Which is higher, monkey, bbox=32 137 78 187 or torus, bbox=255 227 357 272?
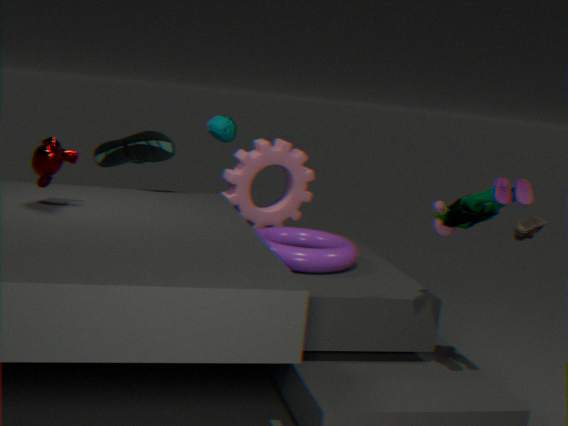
monkey, bbox=32 137 78 187
